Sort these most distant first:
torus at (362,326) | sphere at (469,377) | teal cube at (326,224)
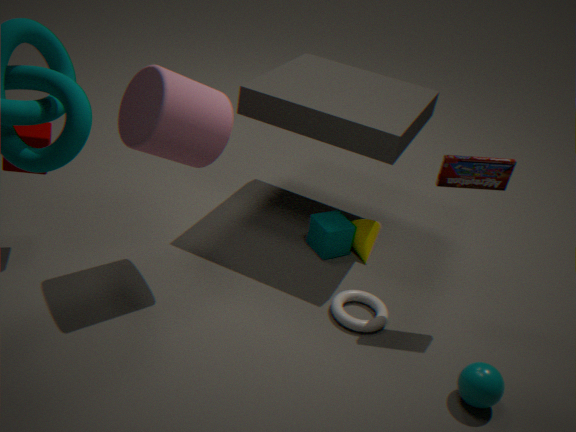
teal cube at (326,224) → torus at (362,326) → sphere at (469,377)
